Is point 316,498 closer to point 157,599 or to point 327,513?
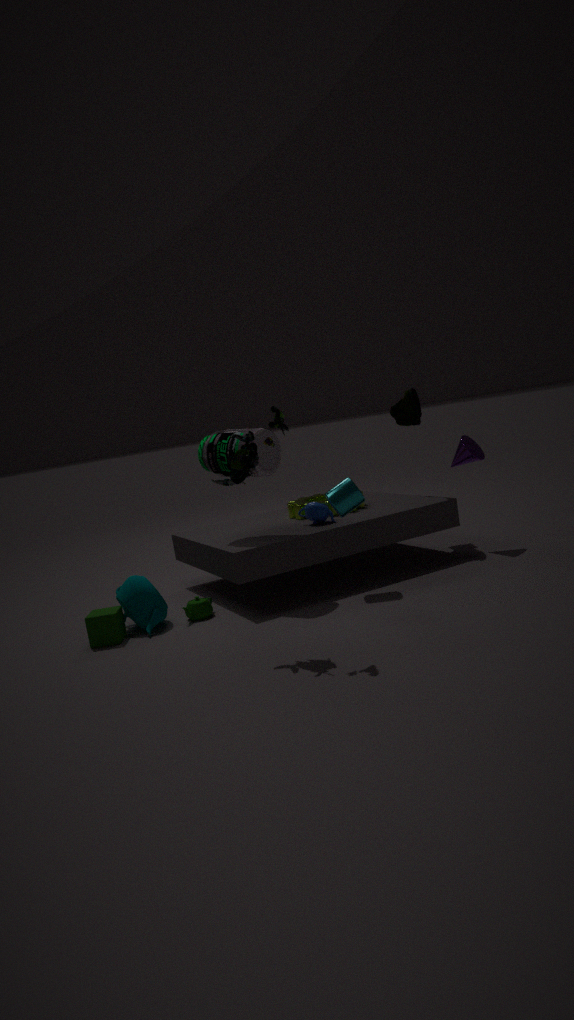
point 327,513
